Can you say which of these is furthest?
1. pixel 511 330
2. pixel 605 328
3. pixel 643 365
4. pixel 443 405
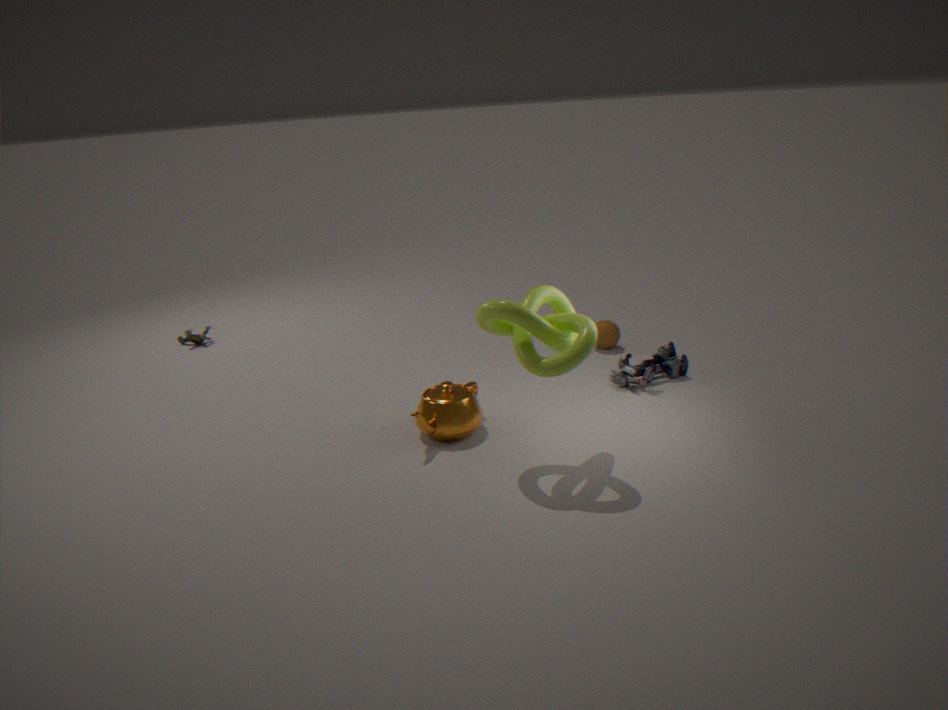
pixel 605 328
